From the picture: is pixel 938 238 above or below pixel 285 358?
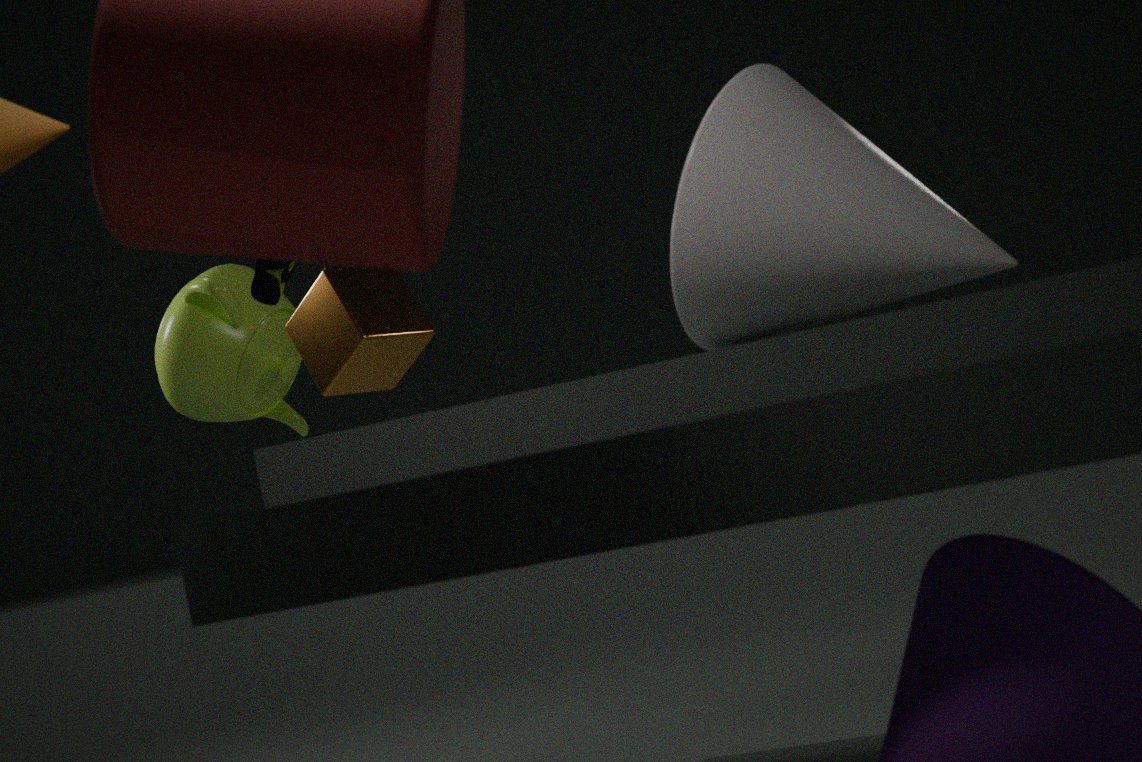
below
